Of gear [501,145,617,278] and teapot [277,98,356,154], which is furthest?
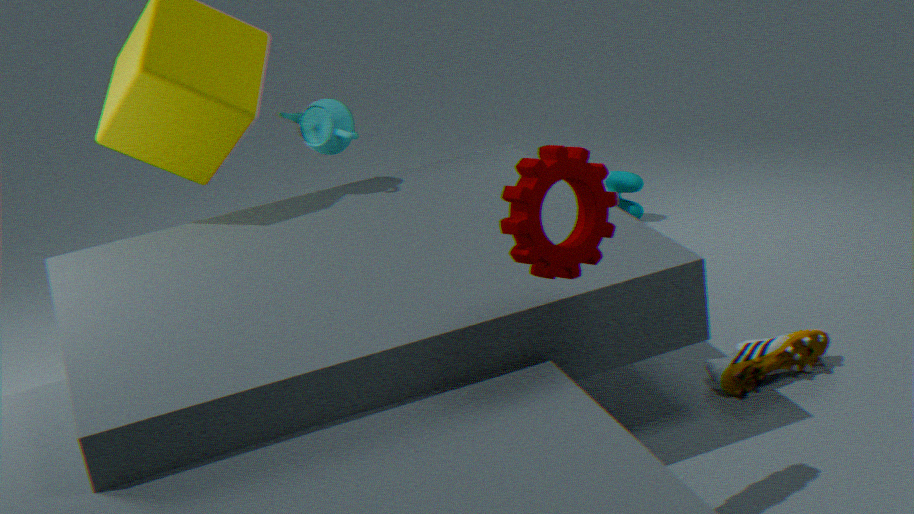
teapot [277,98,356,154]
